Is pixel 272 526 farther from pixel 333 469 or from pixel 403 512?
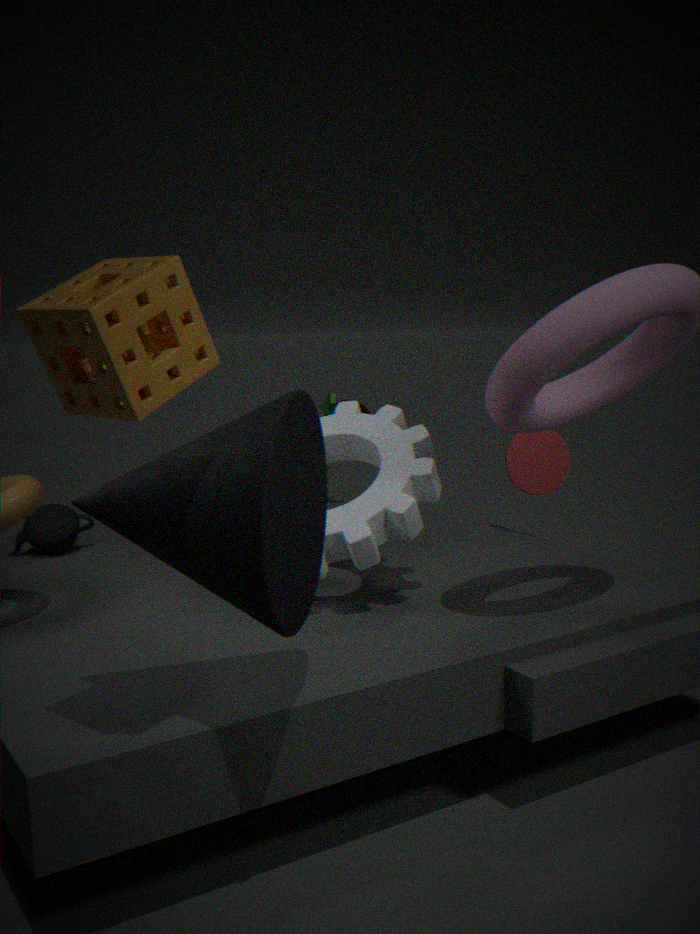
pixel 333 469
